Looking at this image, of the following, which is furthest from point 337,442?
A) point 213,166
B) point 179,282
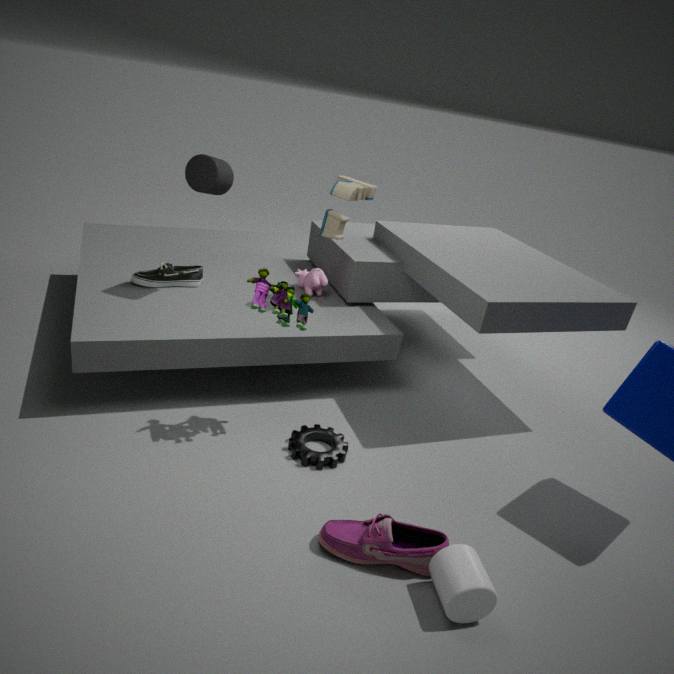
point 213,166
